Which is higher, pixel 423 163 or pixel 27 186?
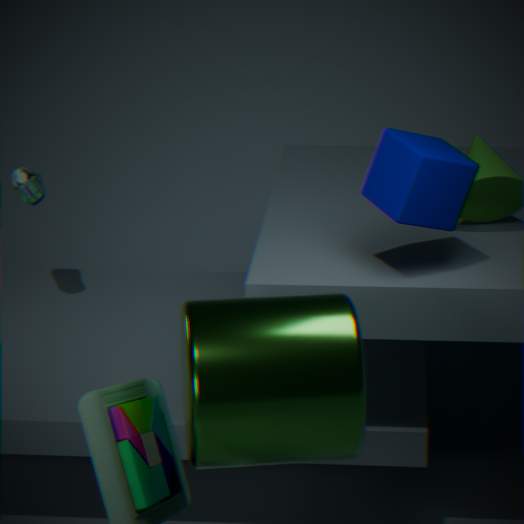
pixel 423 163
